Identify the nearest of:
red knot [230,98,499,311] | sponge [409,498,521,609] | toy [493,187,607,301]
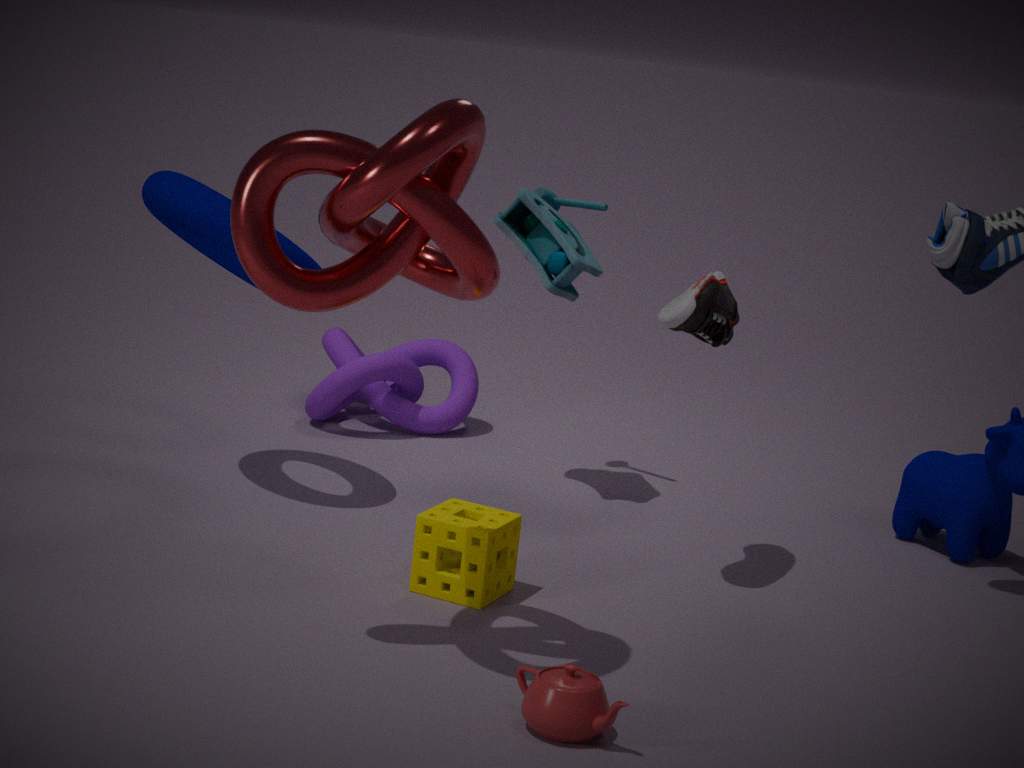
red knot [230,98,499,311]
